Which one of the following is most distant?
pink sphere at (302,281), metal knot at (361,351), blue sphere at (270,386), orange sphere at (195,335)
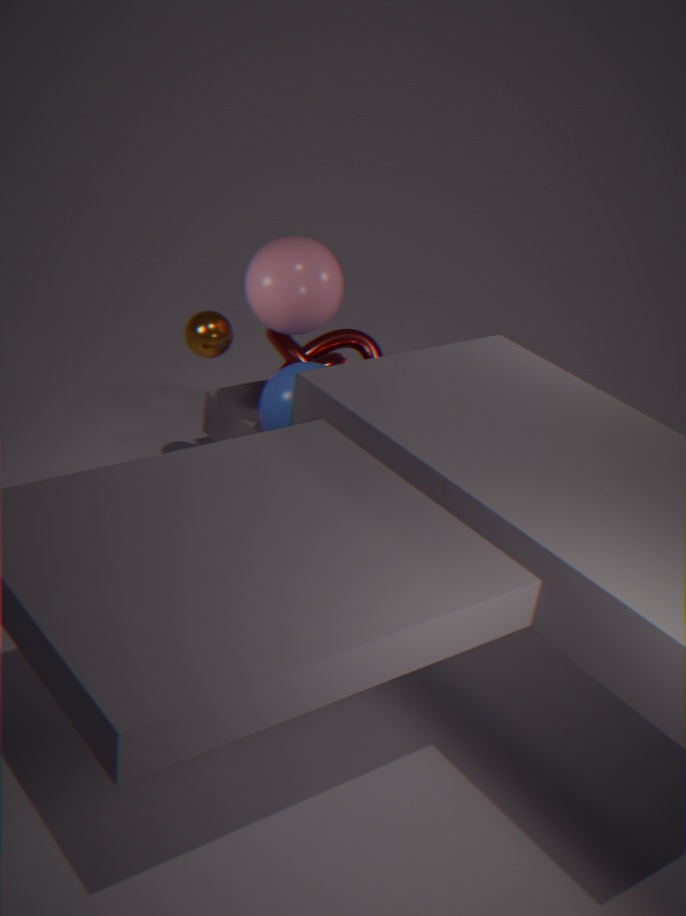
metal knot at (361,351)
